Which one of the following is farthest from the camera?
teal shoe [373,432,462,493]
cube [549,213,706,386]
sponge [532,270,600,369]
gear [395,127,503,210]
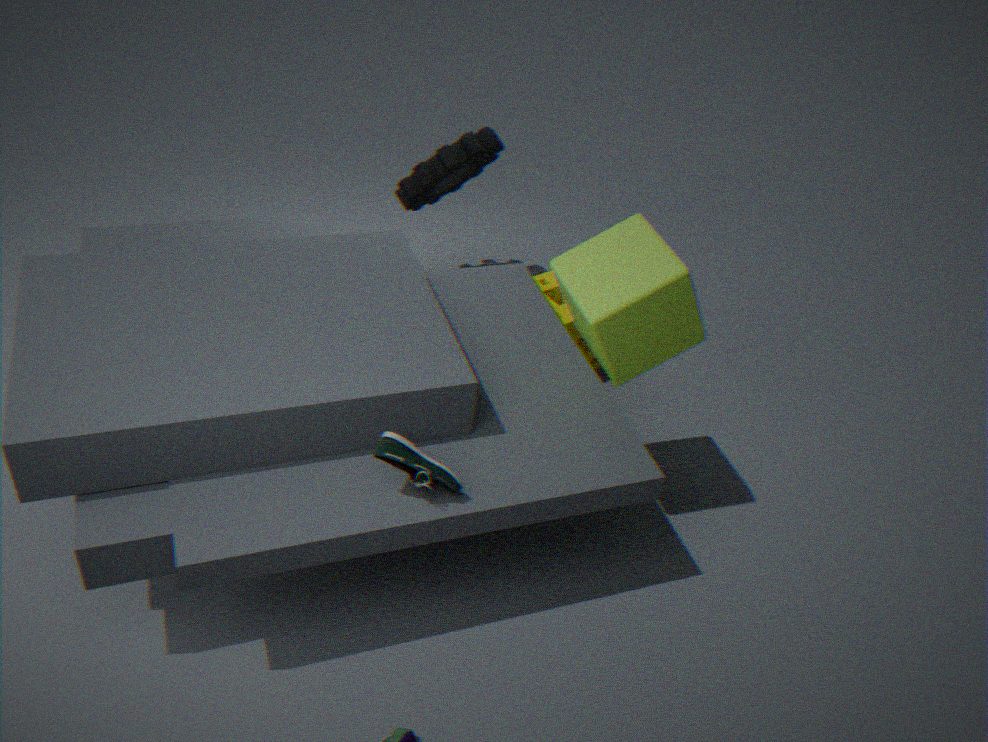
gear [395,127,503,210]
